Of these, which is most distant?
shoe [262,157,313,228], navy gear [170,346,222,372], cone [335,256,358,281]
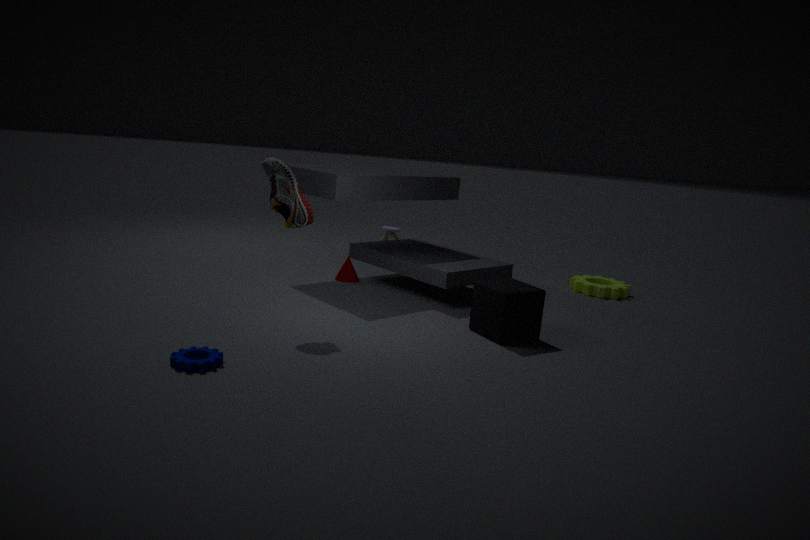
cone [335,256,358,281]
